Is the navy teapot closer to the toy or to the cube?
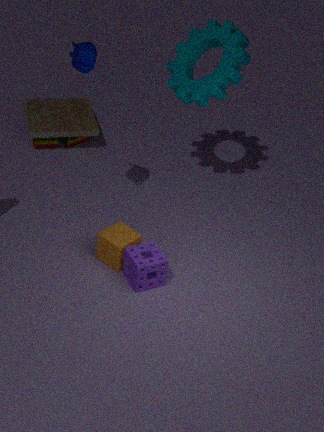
the cube
